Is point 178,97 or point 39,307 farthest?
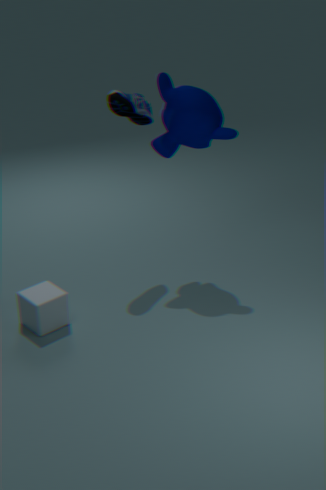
point 178,97
